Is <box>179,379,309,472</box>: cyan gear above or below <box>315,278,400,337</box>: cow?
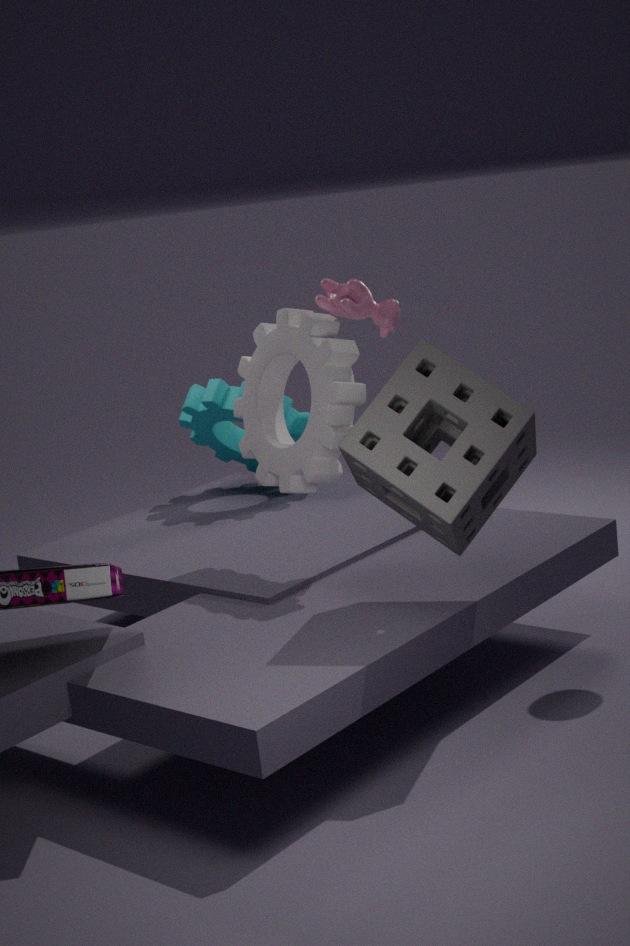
below
